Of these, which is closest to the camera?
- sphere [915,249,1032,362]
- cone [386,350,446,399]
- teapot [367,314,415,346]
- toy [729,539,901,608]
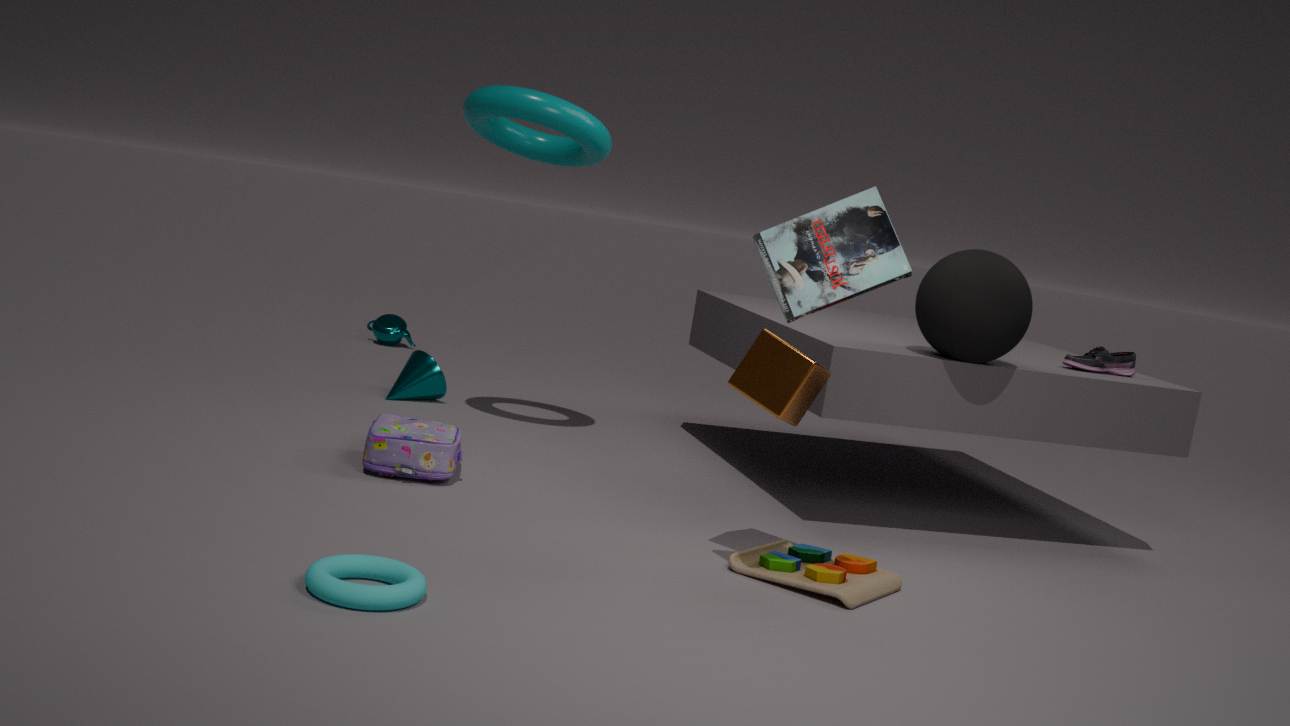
toy [729,539,901,608]
